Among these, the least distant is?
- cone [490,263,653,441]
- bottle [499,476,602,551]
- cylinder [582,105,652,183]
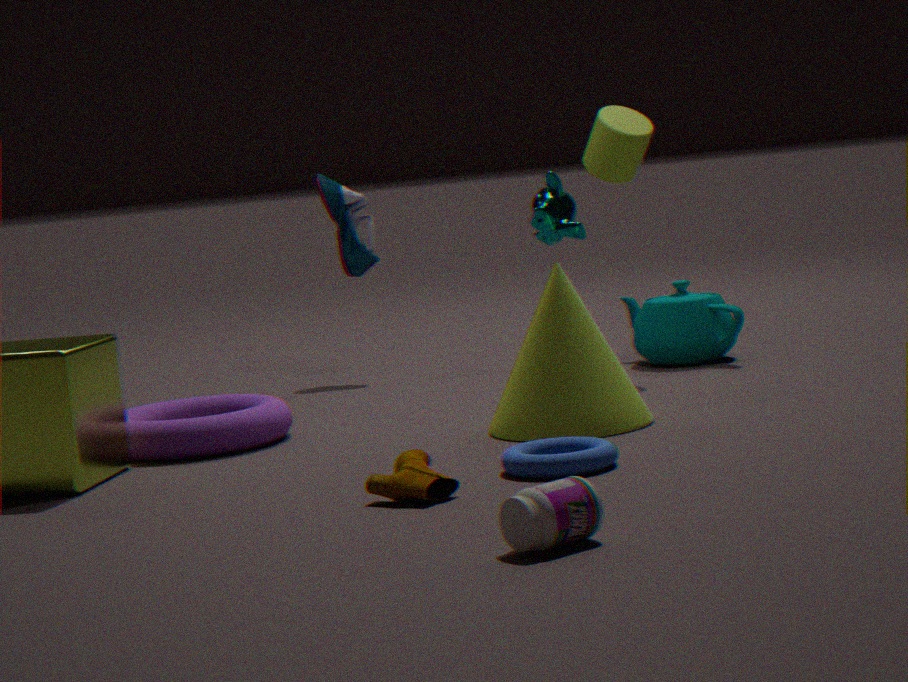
bottle [499,476,602,551]
